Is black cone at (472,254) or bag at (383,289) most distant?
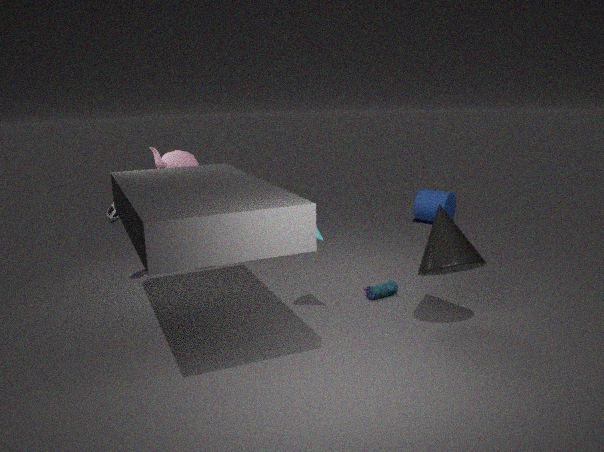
bag at (383,289)
